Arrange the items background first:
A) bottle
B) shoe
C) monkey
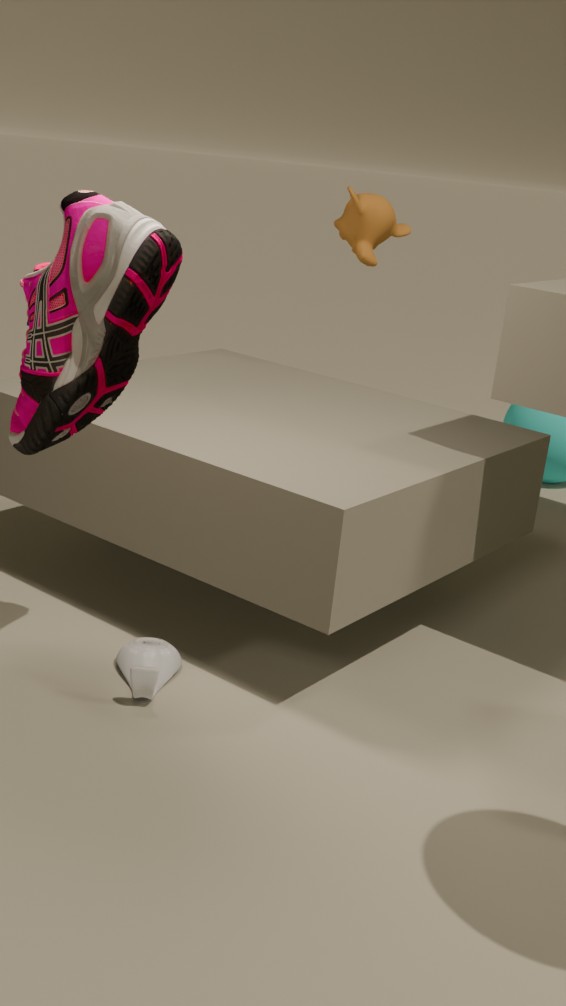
monkey < bottle < shoe
